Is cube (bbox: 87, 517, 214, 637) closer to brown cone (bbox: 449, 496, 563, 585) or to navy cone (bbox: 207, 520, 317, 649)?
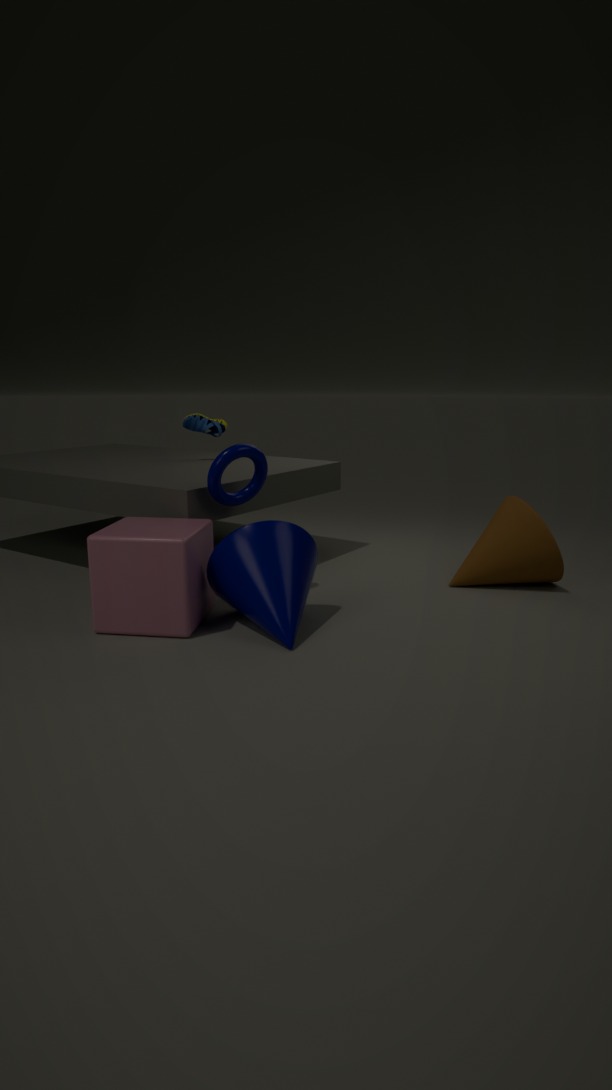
navy cone (bbox: 207, 520, 317, 649)
